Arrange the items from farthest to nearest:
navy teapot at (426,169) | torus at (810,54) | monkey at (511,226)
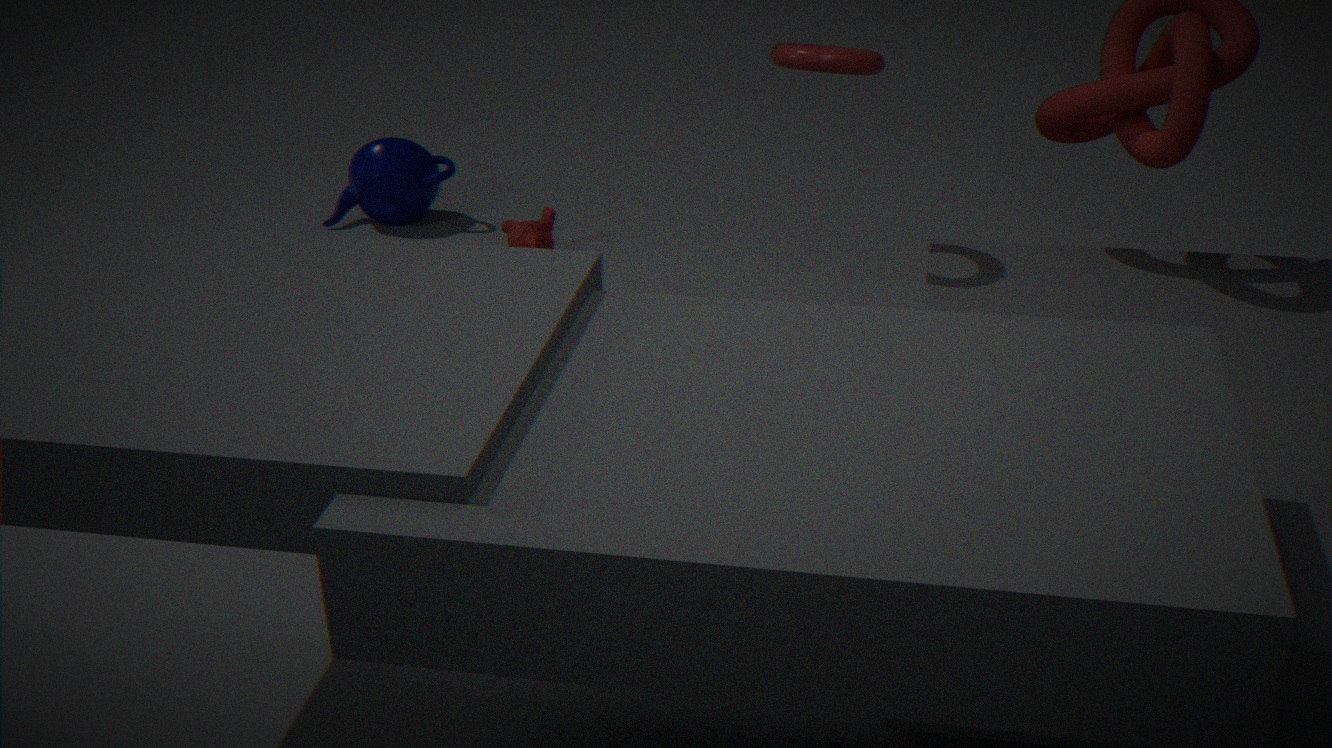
navy teapot at (426,169) < monkey at (511,226) < torus at (810,54)
